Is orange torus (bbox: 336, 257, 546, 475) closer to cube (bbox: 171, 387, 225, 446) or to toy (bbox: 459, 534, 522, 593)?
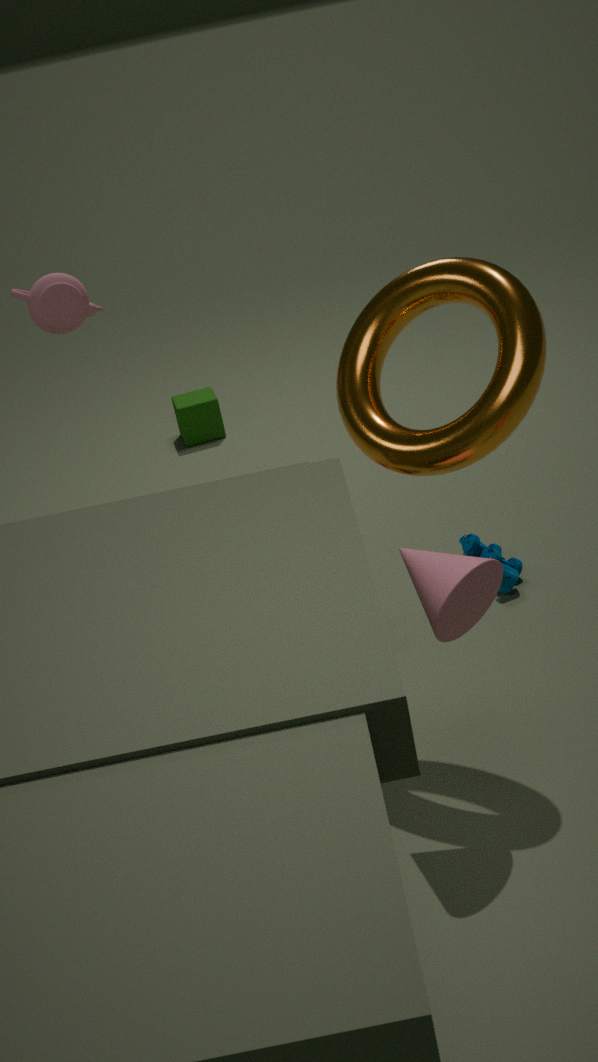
toy (bbox: 459, 534, 522, 593)
